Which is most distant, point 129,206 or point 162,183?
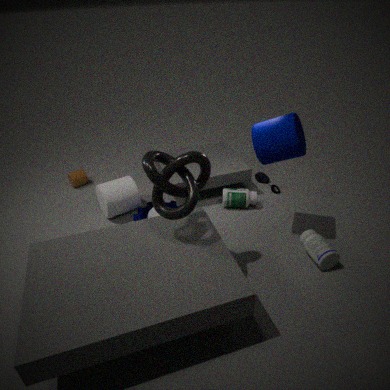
point 129,206
